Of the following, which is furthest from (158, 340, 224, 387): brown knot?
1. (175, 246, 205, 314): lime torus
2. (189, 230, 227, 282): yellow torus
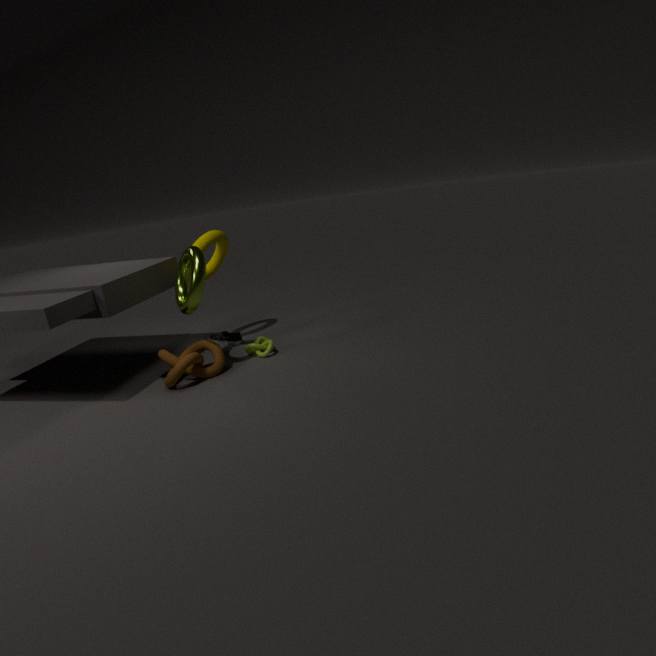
(189, 230, 227, 282): yellow torus
